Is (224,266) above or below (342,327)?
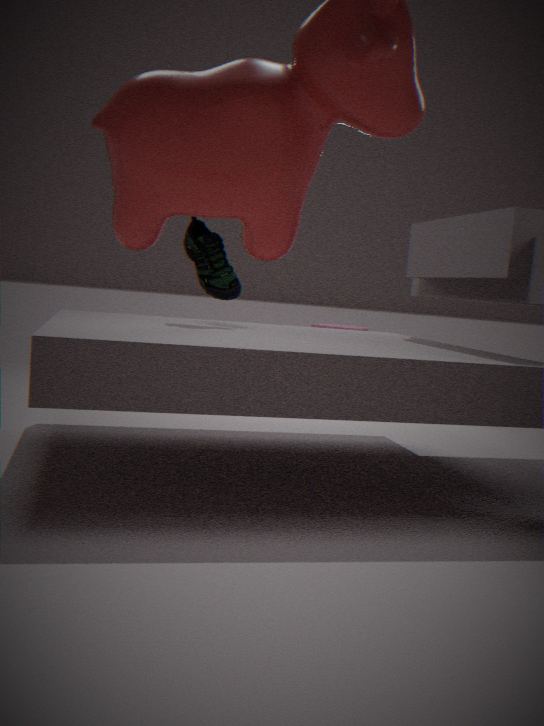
above
